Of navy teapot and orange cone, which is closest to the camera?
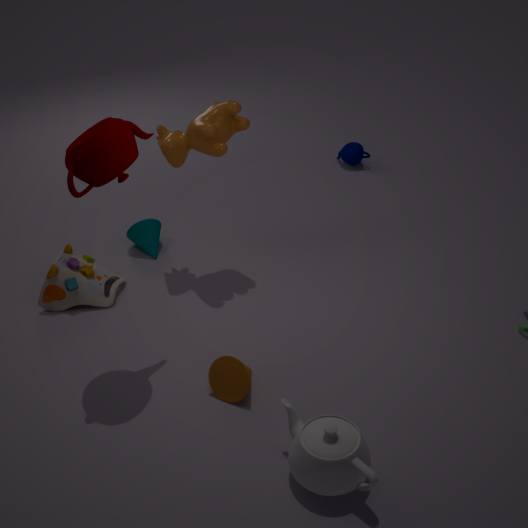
orange cone
